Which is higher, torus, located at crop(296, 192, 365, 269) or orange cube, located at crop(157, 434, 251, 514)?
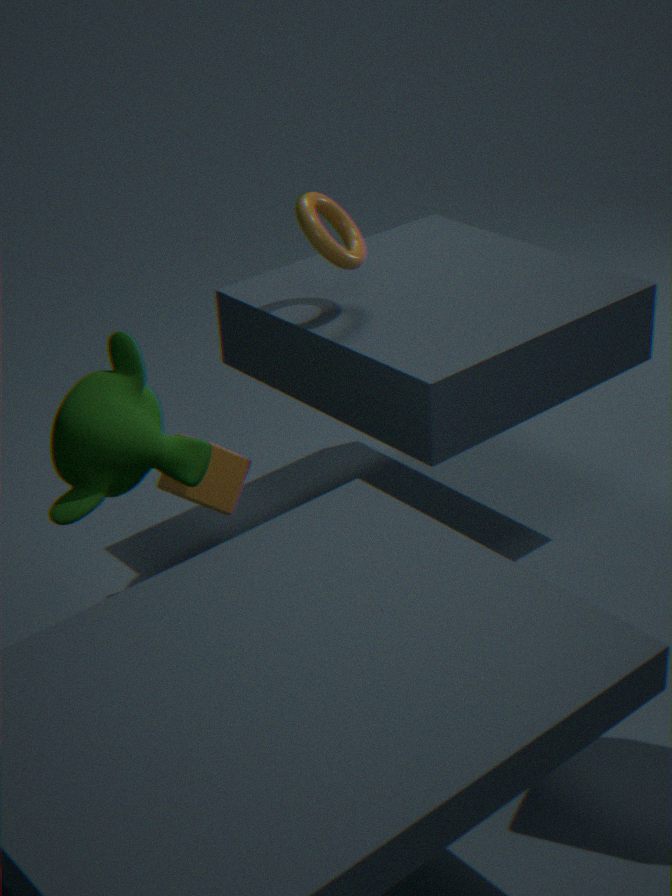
torus, located at crop(296, 192, 365, 269)
